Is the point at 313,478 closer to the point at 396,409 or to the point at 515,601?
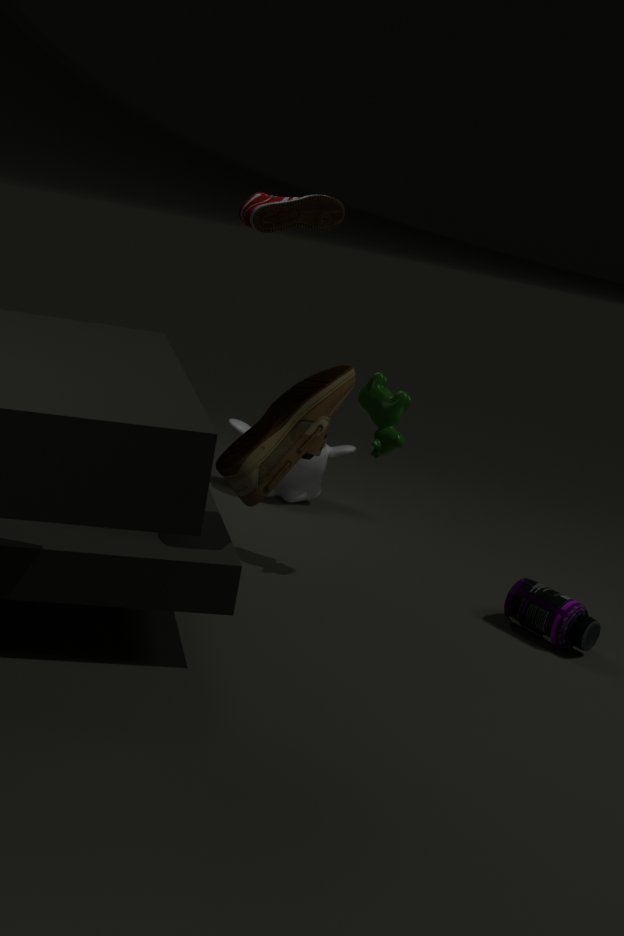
the point at 396,409
